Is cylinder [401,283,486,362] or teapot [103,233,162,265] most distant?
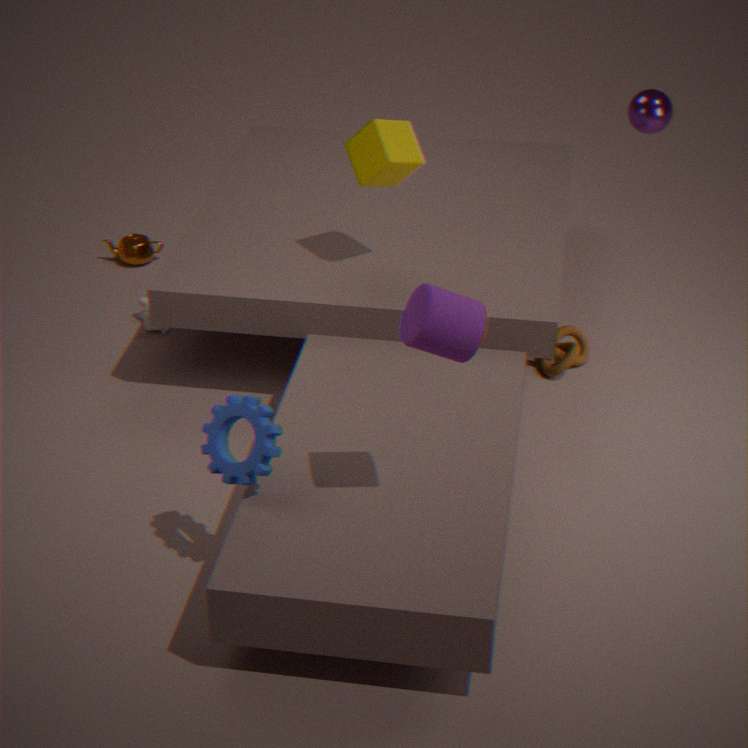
teapot [103,233,162,265]
